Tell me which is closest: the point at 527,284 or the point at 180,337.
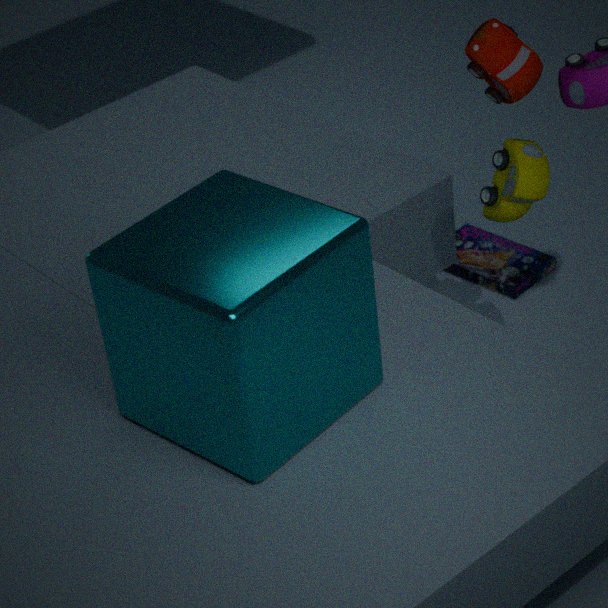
the point at 180,337
